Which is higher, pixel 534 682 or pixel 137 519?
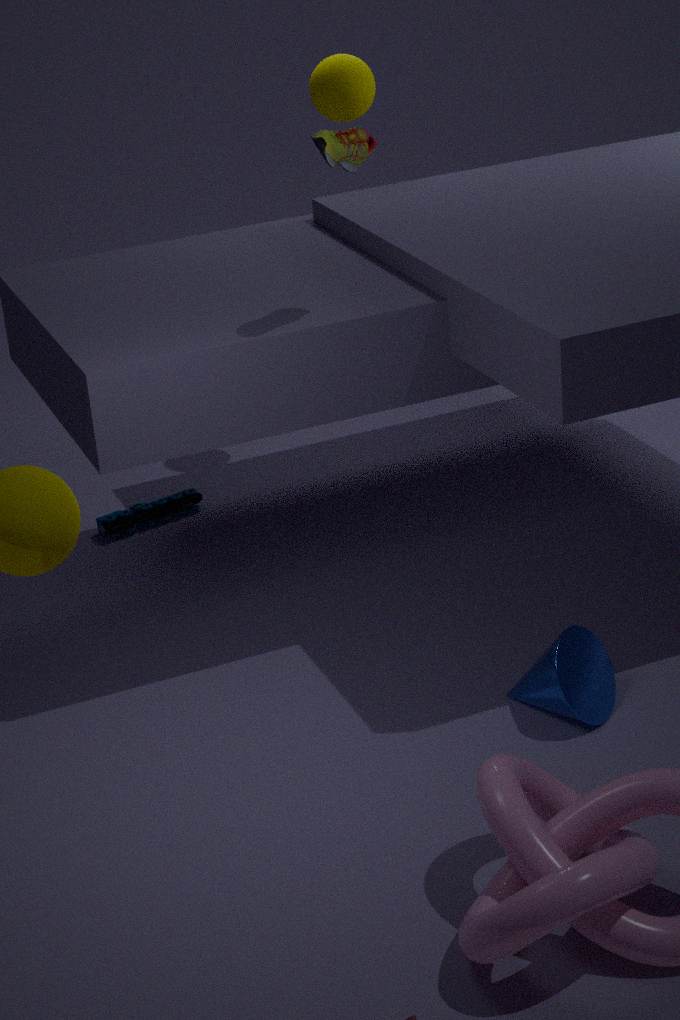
pixel 534 682
